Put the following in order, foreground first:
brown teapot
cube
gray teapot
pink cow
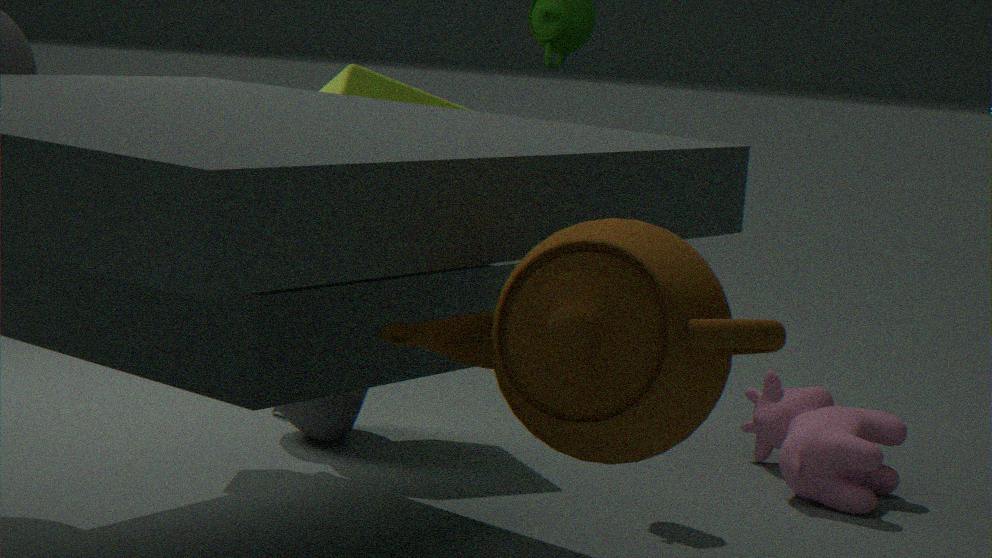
1. brown teapot
2. pink cow
3. gray teapot
4. cube
